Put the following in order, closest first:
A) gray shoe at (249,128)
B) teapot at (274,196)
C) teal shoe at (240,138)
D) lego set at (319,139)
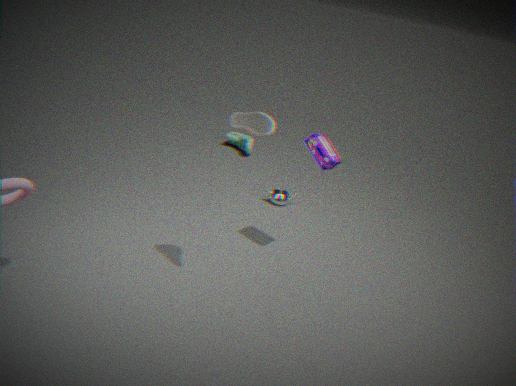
gray shoe at (249,128) → lego set at (319,139) → teapot at (274,196) → teal shoe at (240,138)
